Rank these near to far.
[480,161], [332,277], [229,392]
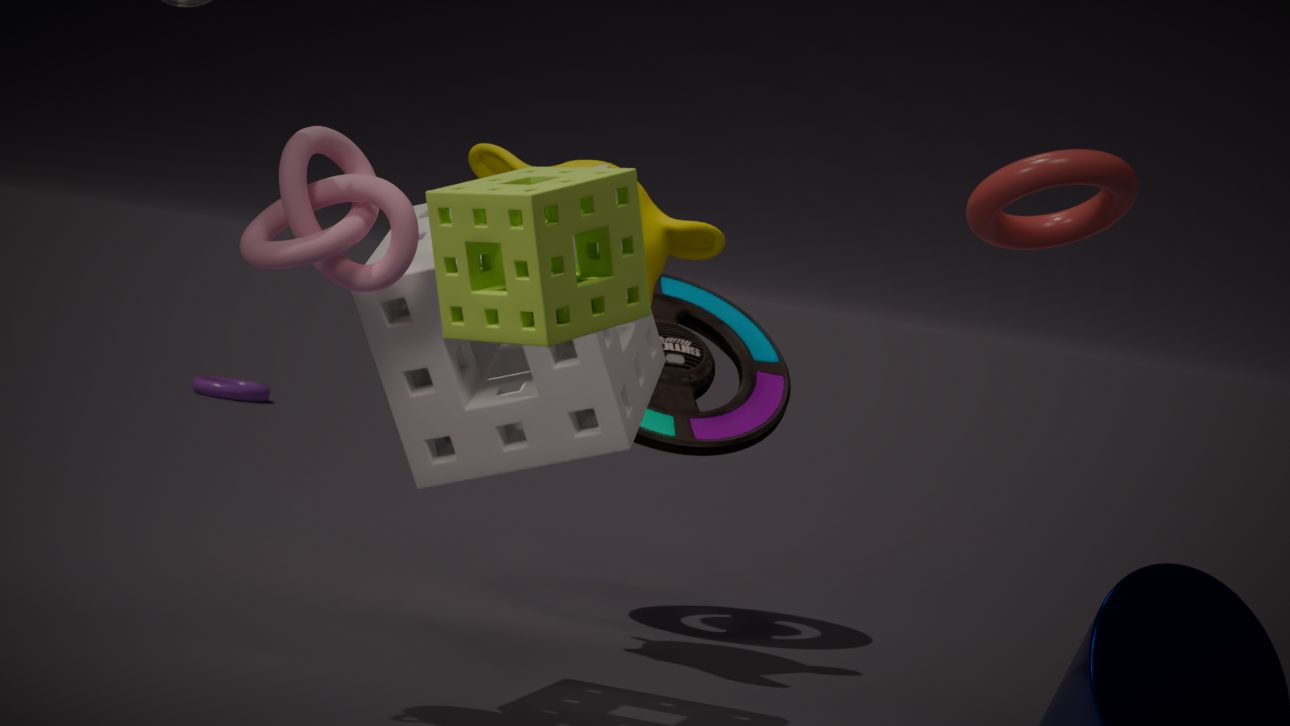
[332,277] < [480,161] < [229,392]
